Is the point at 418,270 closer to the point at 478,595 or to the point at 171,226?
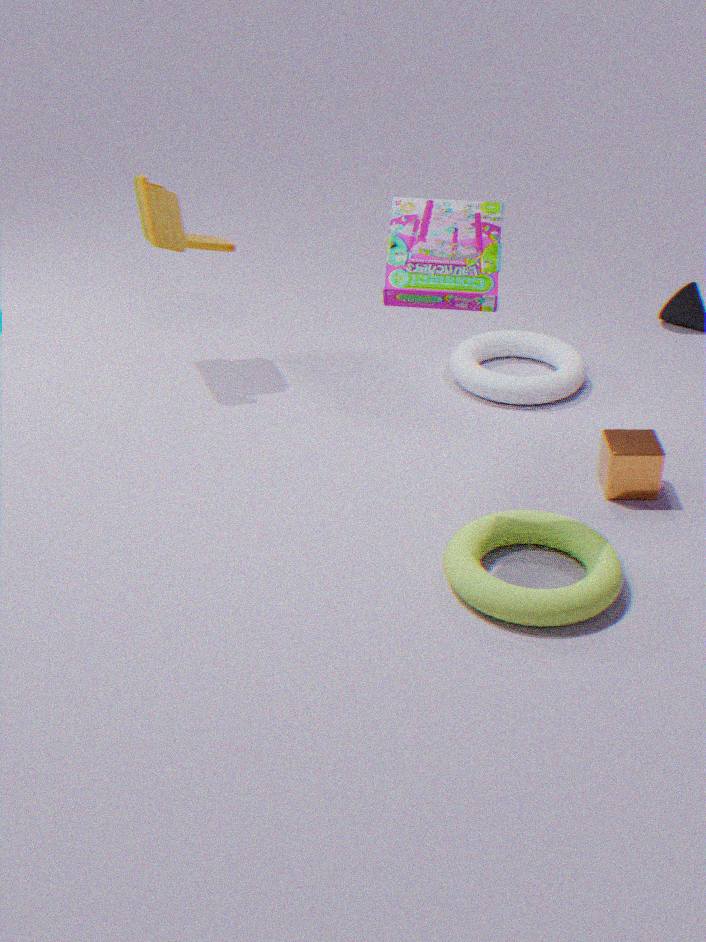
the point at 478,595
